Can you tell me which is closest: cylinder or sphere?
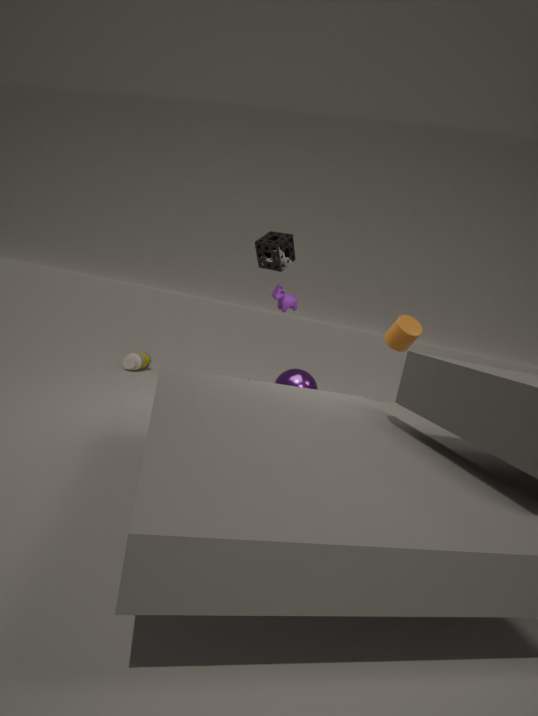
cylinder
